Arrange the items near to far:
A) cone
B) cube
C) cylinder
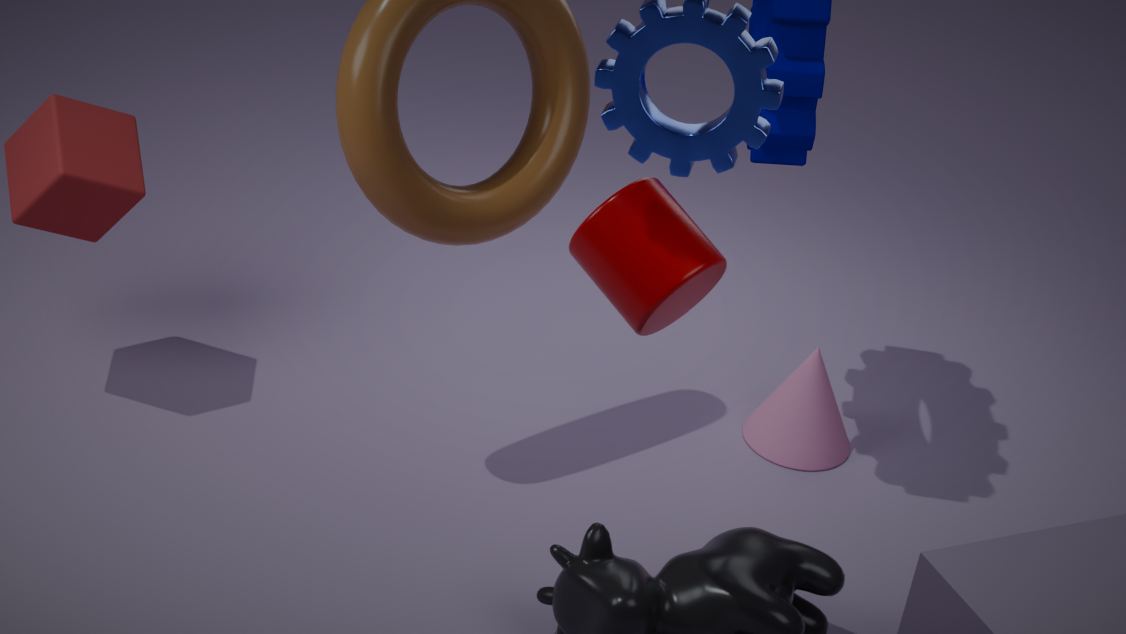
cylinder, cube, cone
